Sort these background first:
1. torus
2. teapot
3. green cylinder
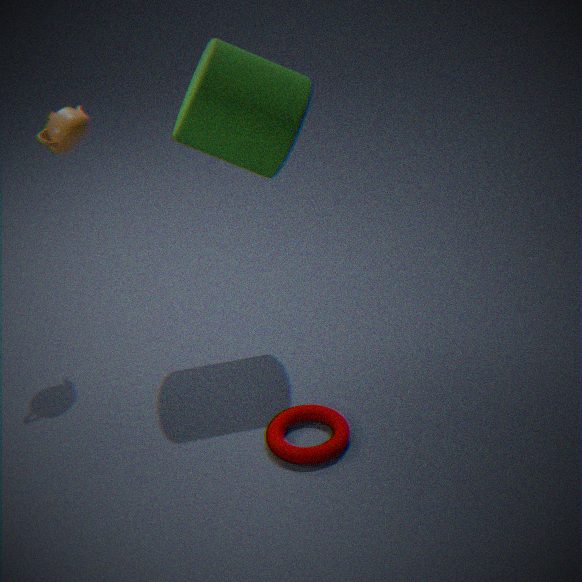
teapot < green cylinder < torus
